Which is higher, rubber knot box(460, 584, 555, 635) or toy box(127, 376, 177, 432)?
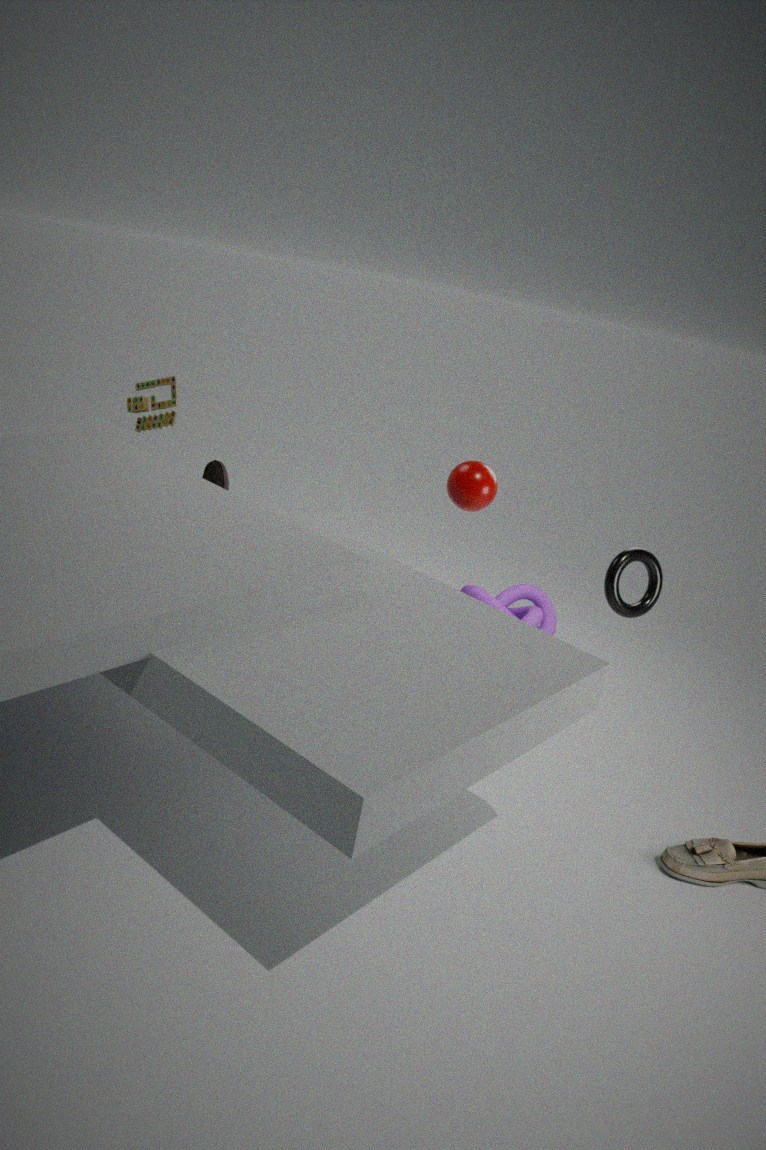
toy box(127, 376, 177, 432)
